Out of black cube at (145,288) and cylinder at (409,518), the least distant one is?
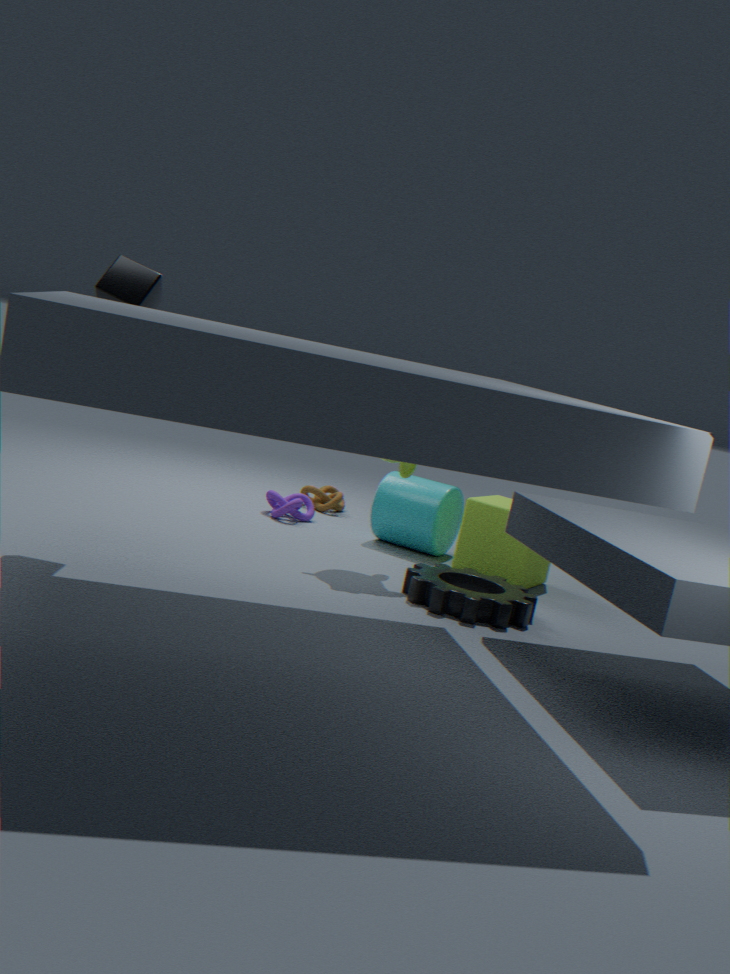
black cube at (145,288)
